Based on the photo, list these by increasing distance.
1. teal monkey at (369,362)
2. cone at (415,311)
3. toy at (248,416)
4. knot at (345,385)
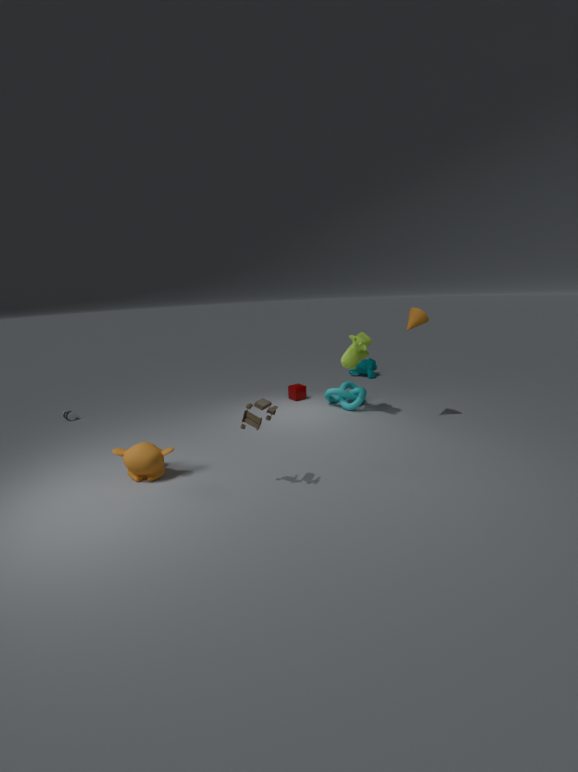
toy at (248,416)
cone at (415,311)
knot at (345,385)
teal monkey at (369,362)
